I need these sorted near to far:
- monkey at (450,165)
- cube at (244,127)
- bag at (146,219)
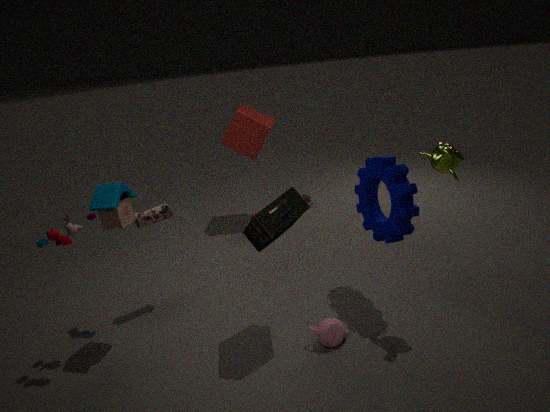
monkey at (450,165)
bag at (146,219)
cube at (244,127)
